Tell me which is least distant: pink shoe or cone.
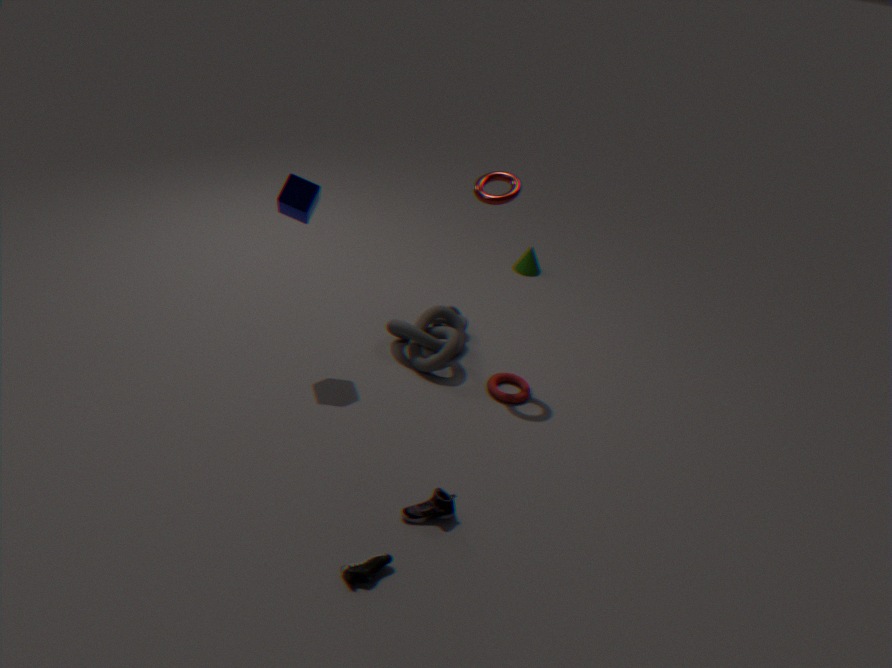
pink shoe
